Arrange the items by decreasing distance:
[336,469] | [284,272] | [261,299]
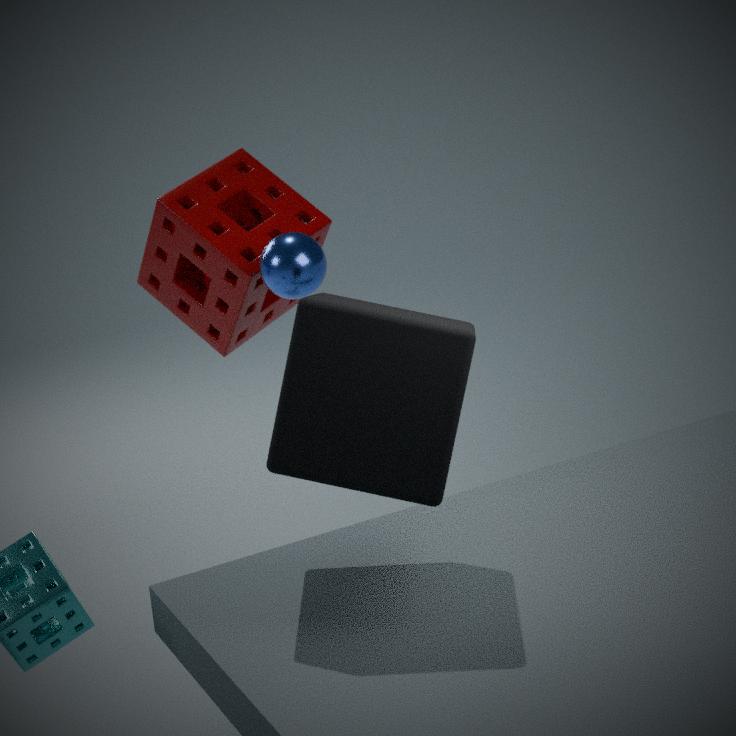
[261,299]
[284,272]
[336,469]
